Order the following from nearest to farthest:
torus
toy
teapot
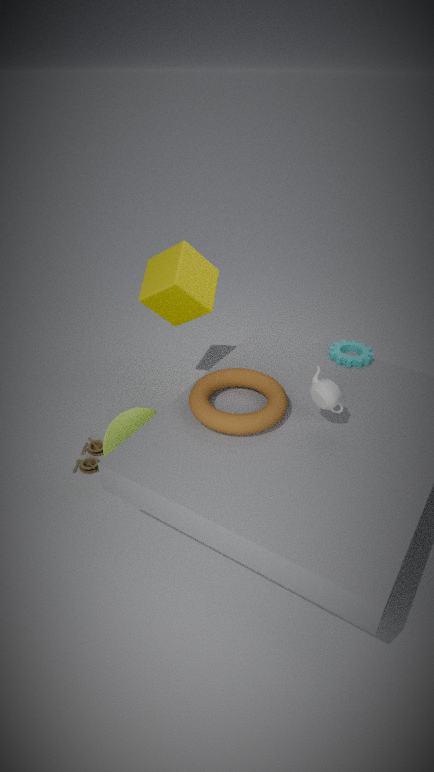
1. teapot
2. torus
3. toy
